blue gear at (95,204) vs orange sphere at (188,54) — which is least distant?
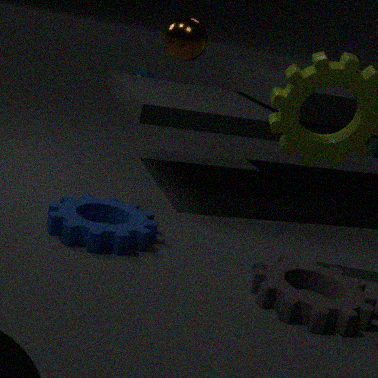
orange sphere at (188,54)
